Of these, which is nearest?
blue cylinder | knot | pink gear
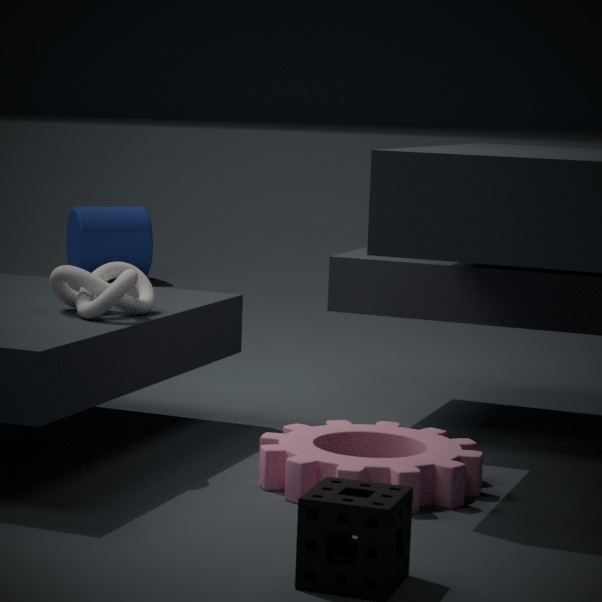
pink gear
